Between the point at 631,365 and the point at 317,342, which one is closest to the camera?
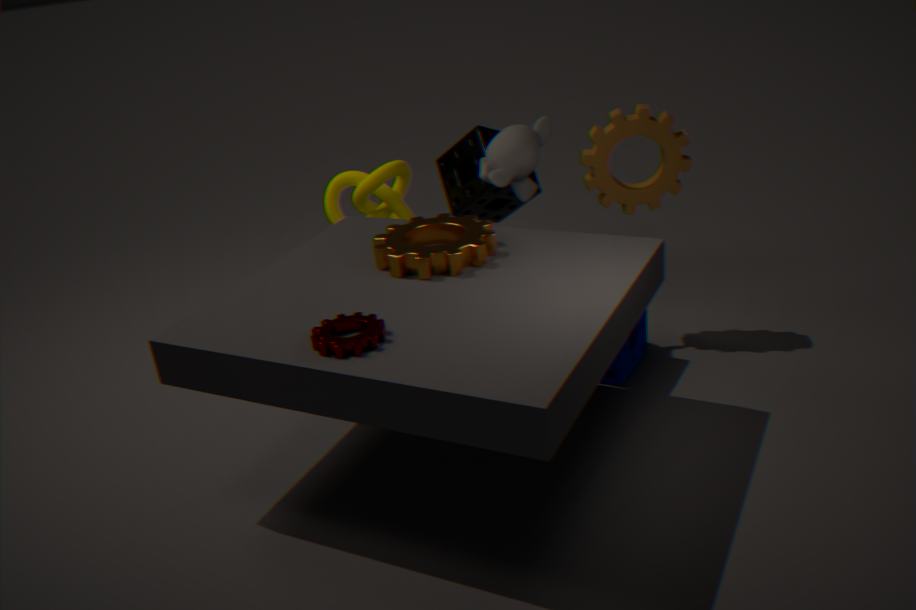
the point at 317,342
